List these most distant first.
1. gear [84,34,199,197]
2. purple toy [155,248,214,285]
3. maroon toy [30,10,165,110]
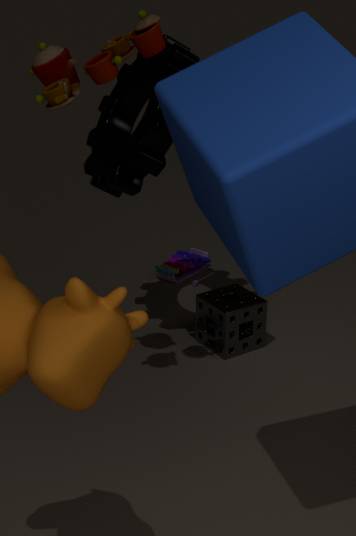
purple toy [155,248,214,285] → gear [84,34,199,197] → maroon toy [30,10,165,110]
